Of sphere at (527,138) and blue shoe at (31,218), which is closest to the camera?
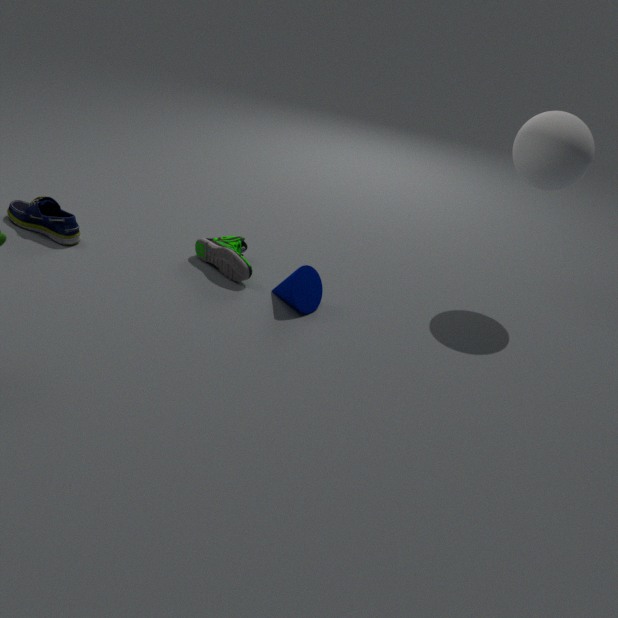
sphere at (527,138)
